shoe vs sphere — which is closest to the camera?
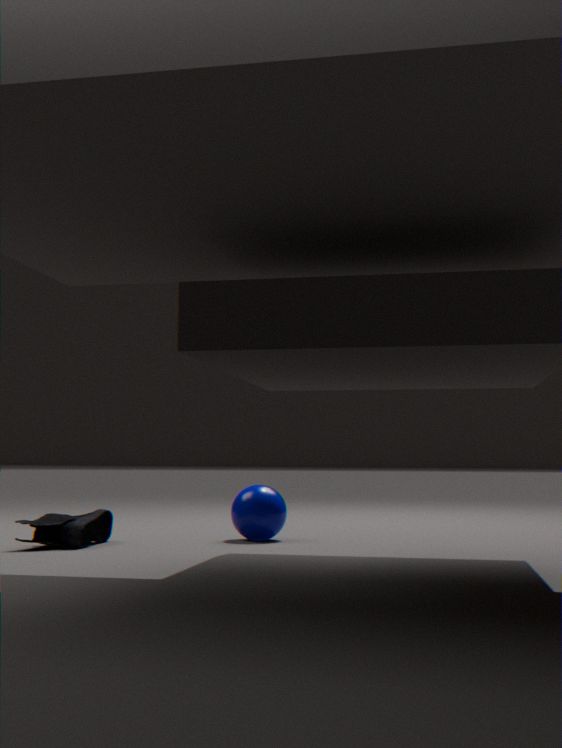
shoe
